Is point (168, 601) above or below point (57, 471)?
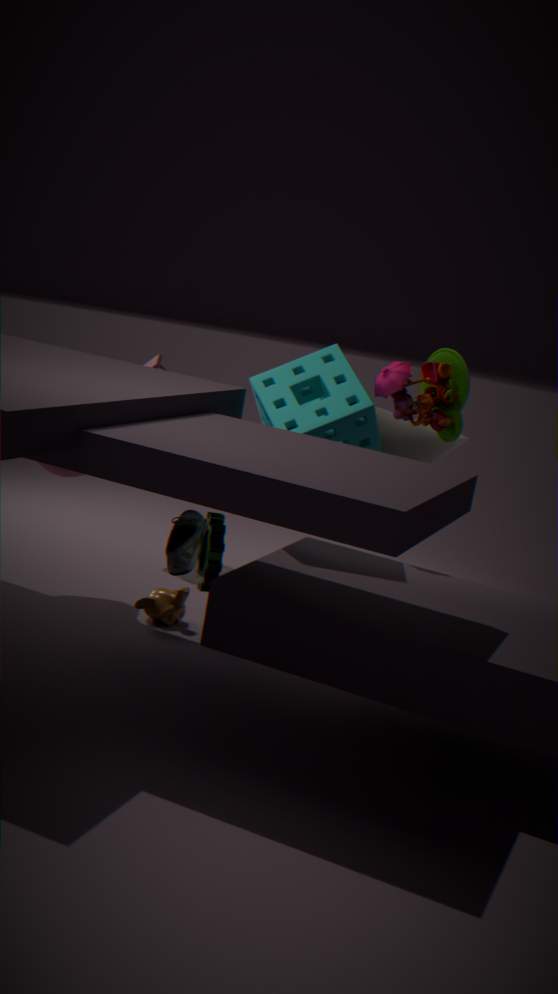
below
